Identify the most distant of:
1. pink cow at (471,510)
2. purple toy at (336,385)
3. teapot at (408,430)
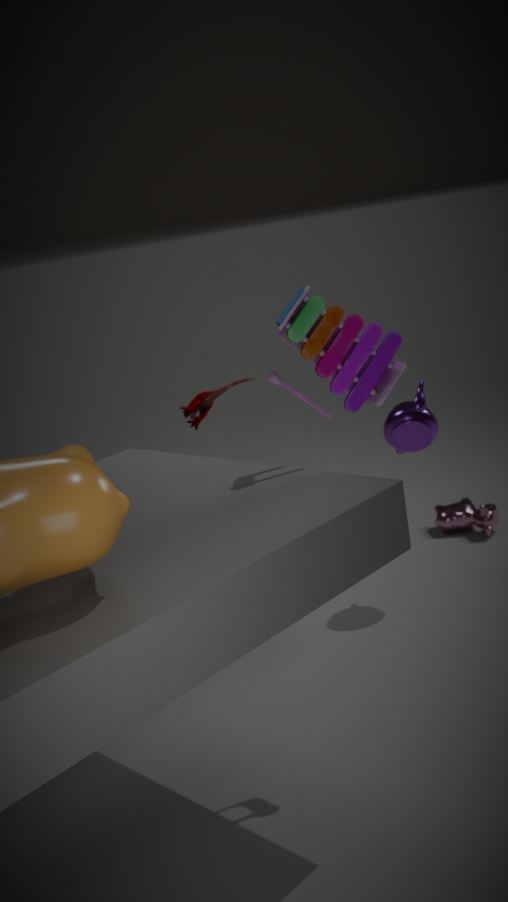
pink cow at (471,510)
